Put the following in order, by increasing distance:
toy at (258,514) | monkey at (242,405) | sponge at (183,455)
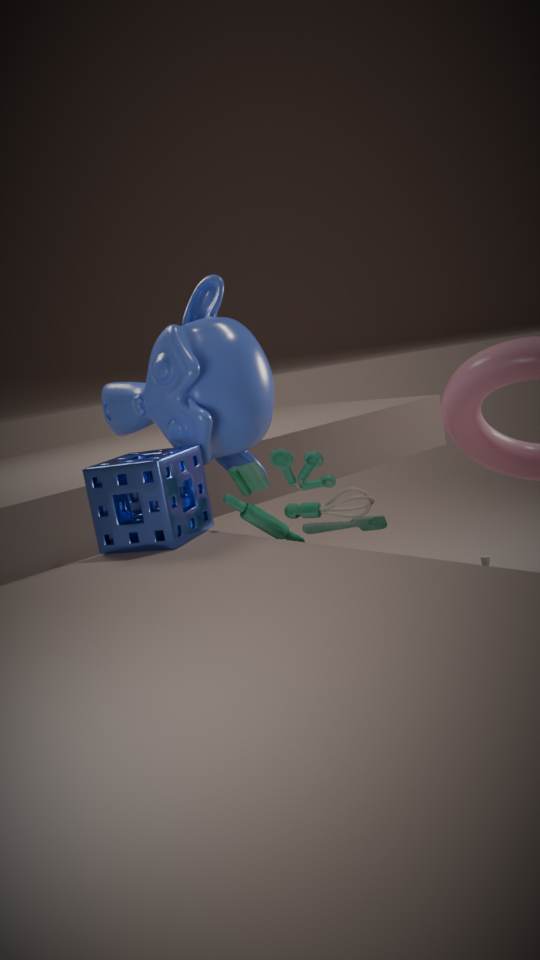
sponge at (183,455) → toy at (258,514) → monkey at (242,405)
